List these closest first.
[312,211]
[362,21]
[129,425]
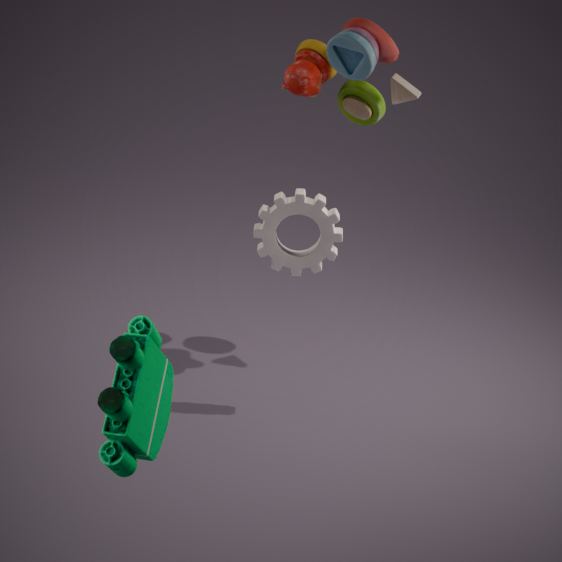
[129,425] < [312,211] < [362,21]
